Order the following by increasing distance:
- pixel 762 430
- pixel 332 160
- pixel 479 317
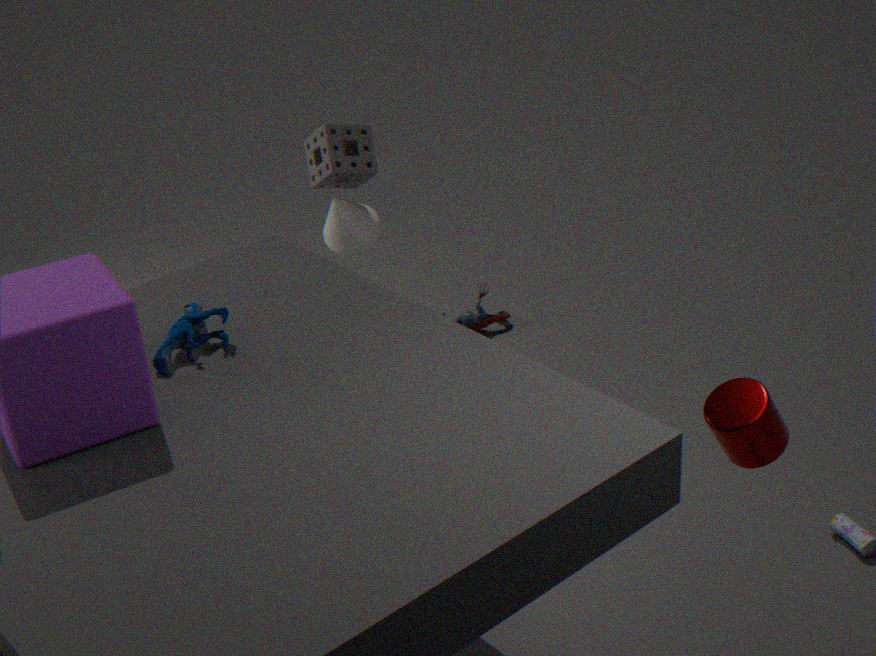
pixel 762 430 < pixel 332 160 < pixel 479 317
